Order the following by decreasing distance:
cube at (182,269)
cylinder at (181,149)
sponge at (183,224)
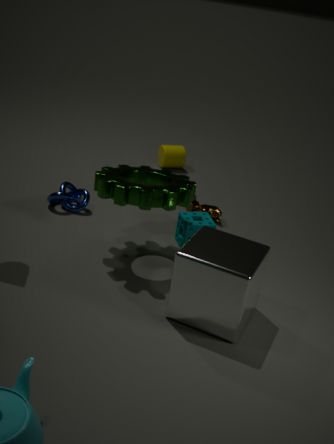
1. cylinder at (181,149)
2. sponge at (183,224)
3. cube at (182,269)
